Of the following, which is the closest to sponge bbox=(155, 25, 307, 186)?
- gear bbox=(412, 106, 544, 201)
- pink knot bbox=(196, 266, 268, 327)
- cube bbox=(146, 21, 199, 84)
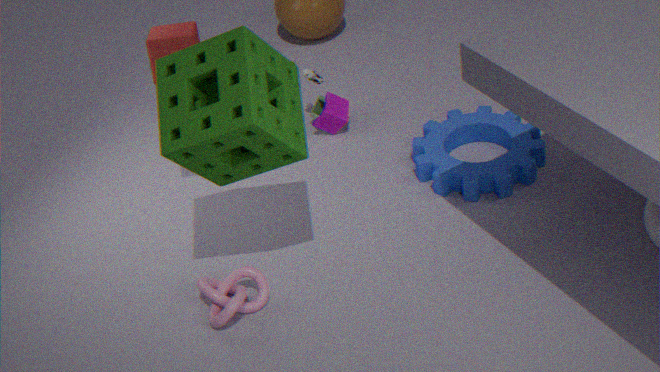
cube bbox=(146, 21, 199, 84)
